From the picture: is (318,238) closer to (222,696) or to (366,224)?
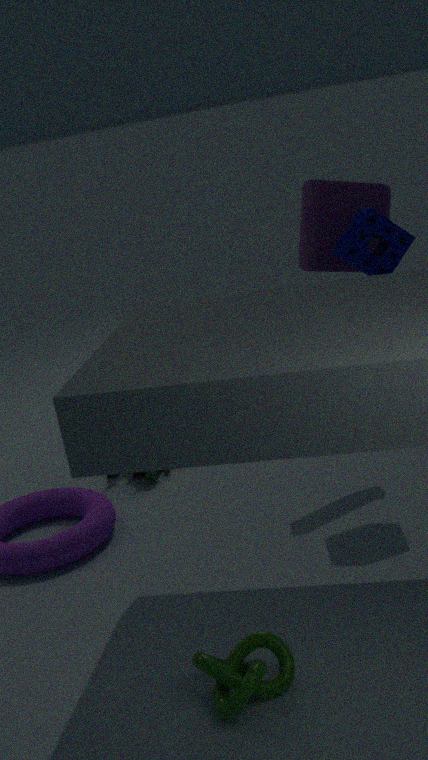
(366,224)
